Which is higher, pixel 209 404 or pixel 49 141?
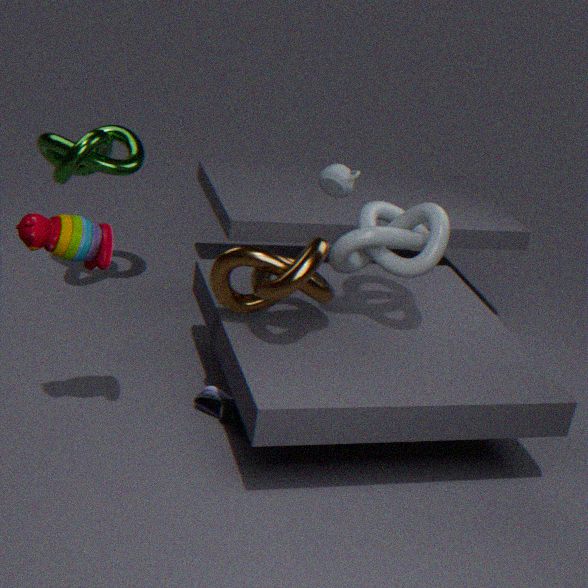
pixel 49 141
